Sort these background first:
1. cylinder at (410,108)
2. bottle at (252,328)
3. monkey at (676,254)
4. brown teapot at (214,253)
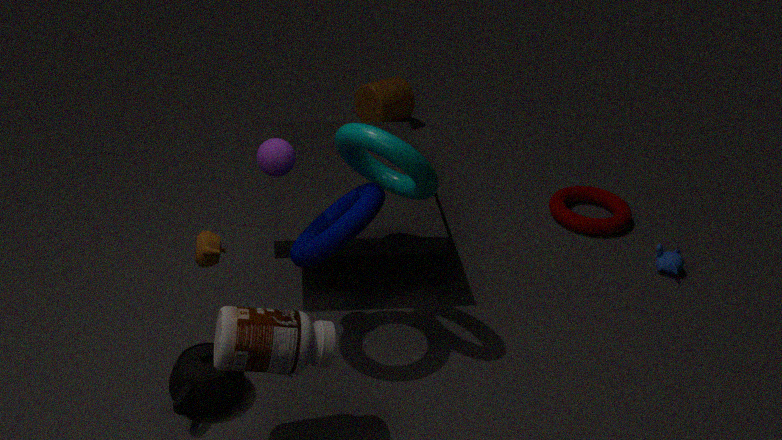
cylinder at (410,108) < monkey at (676,254) < brown teapot at (214,253) < bottle at (252,328)
